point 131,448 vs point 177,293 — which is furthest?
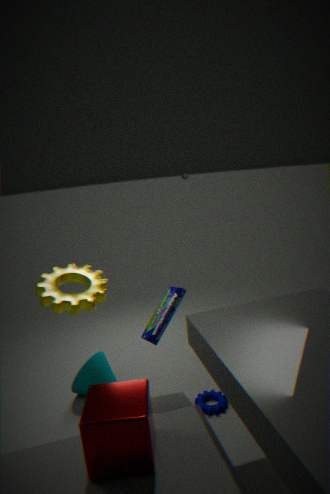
point 177,293
